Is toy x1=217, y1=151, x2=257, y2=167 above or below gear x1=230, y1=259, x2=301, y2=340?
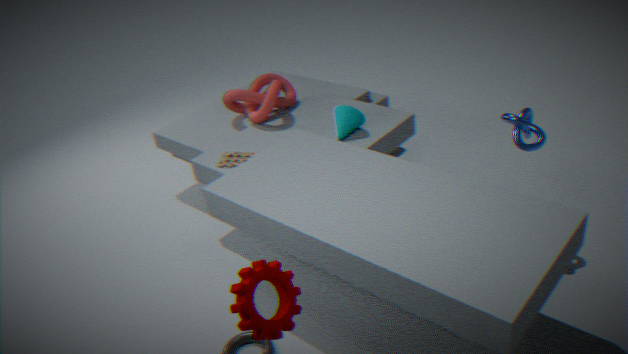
below
